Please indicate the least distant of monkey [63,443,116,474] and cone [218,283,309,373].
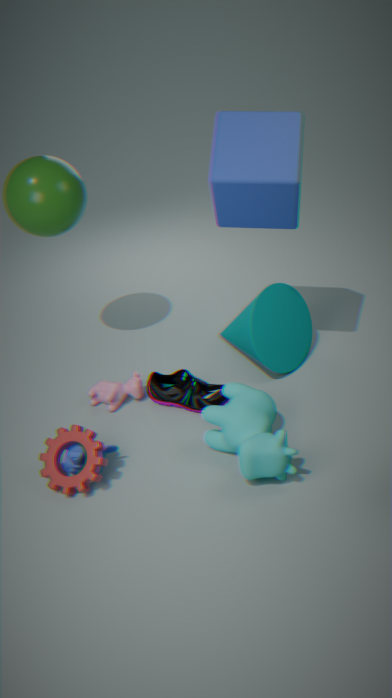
monkey [63,443,116,474]
